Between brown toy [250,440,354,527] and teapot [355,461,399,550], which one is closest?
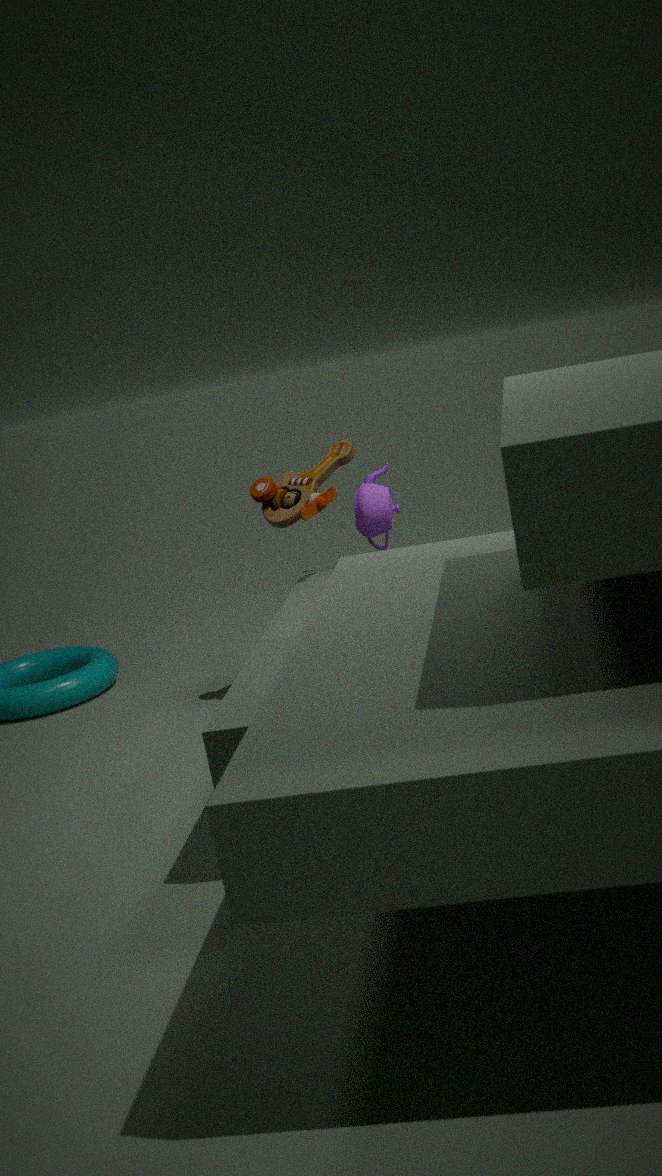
teapot [355,461,399,550]
